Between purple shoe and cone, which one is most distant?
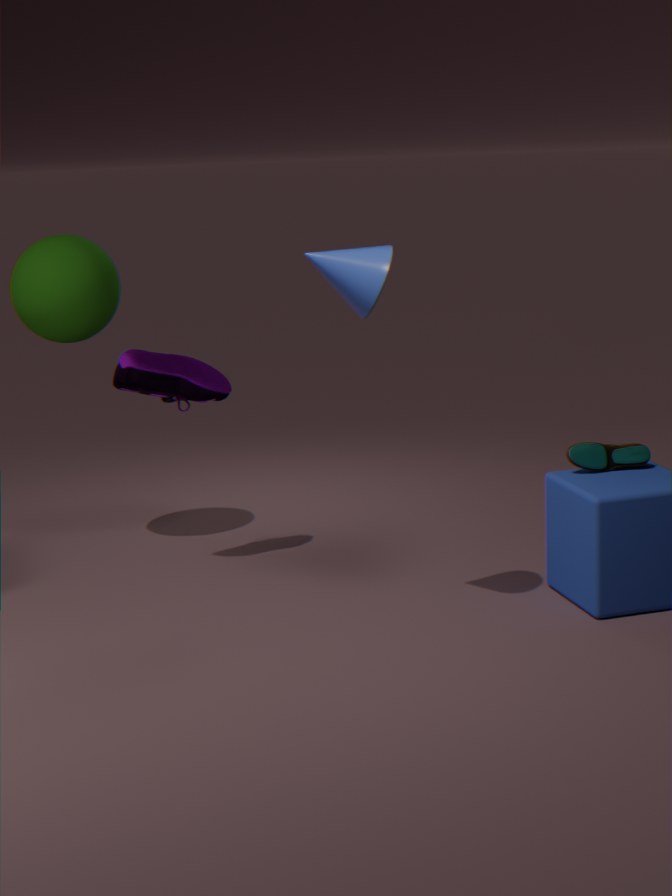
purple shoe
